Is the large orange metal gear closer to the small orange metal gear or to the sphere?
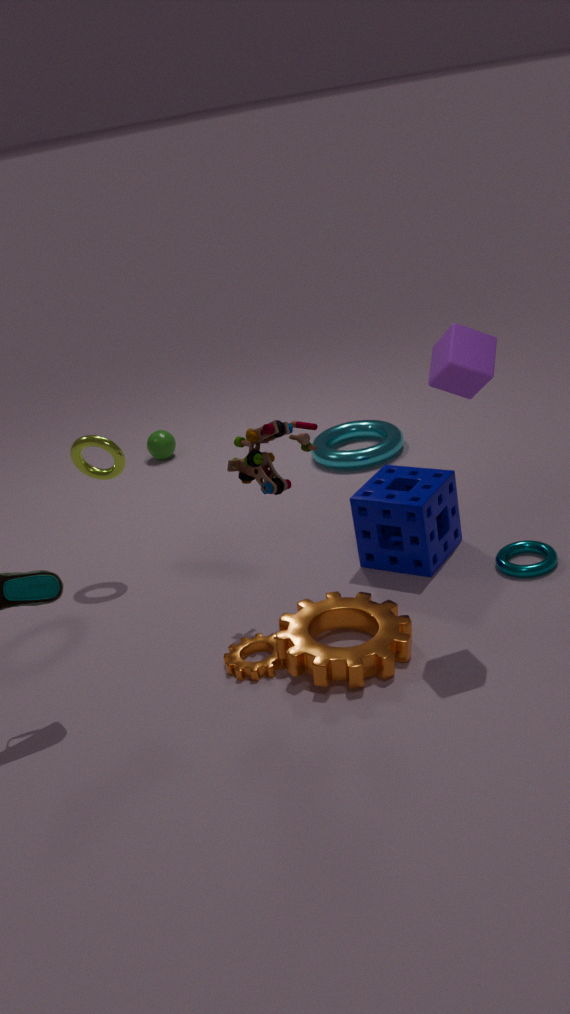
the small orange metal gear
